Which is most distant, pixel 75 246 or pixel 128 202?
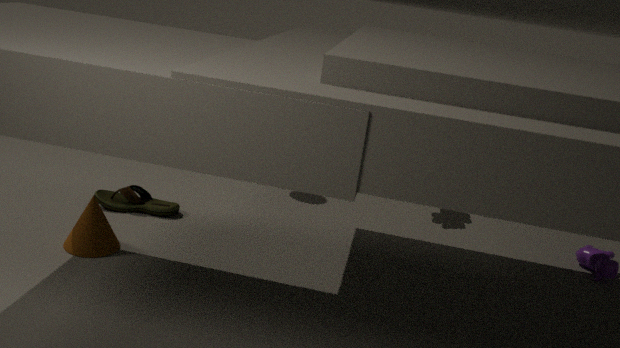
pixel 128 202
